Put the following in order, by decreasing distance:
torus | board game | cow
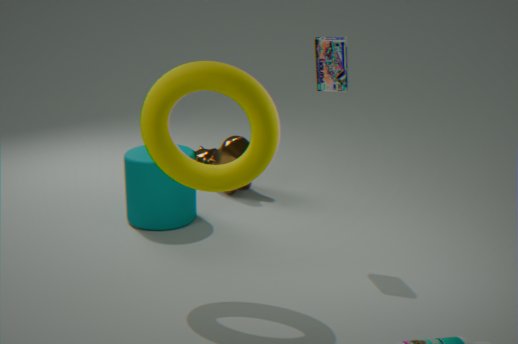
cow < board game < torus
